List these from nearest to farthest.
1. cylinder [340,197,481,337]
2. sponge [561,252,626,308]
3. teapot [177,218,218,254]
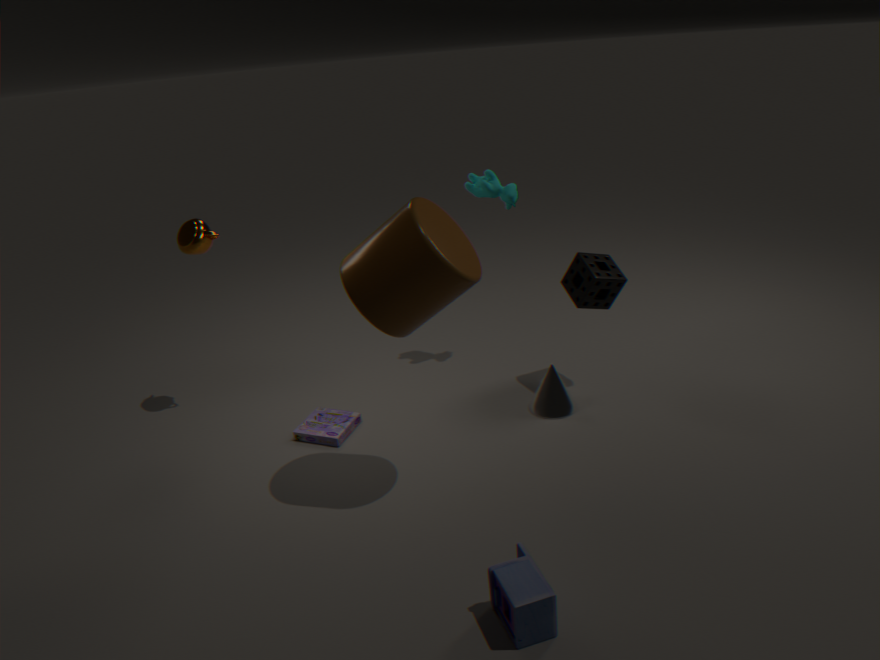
cylinder [340,197,481,337] → sponge [561,252,626,308] → teapot [177,218,218,254]
